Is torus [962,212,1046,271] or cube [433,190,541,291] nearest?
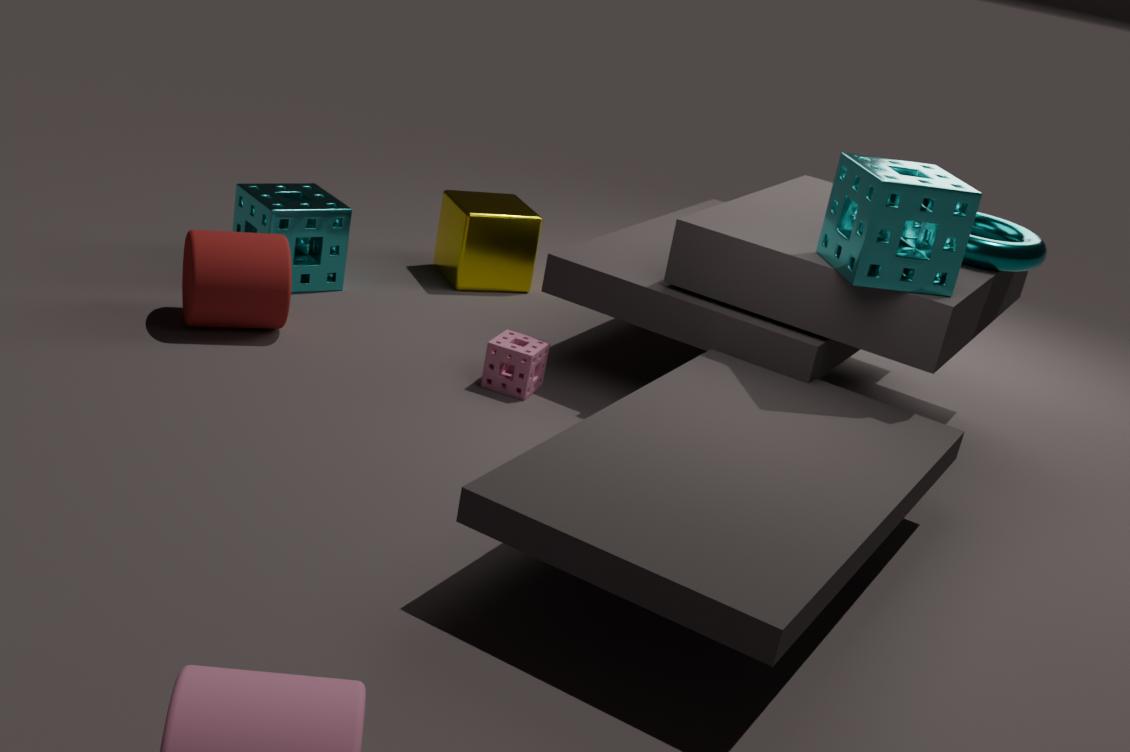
torus [962,212,1046,271]
